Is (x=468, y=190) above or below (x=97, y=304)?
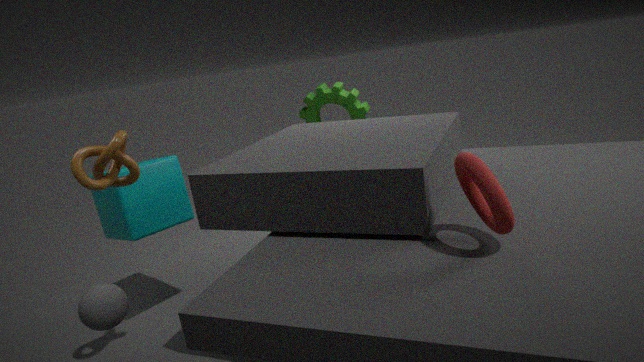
above
